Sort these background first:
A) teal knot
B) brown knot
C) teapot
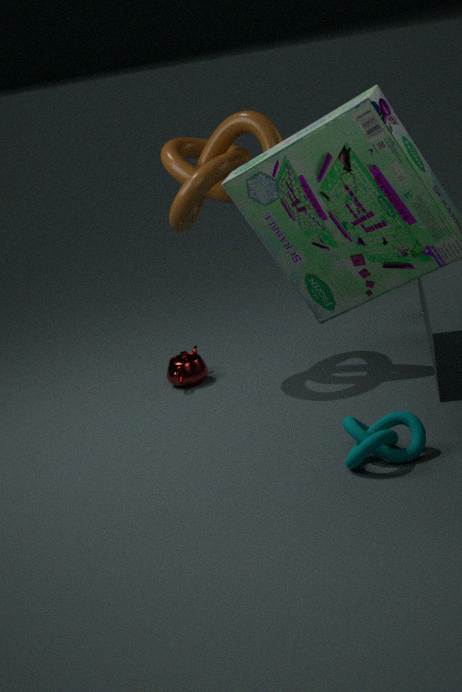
teapot → brown knot → teal knot
